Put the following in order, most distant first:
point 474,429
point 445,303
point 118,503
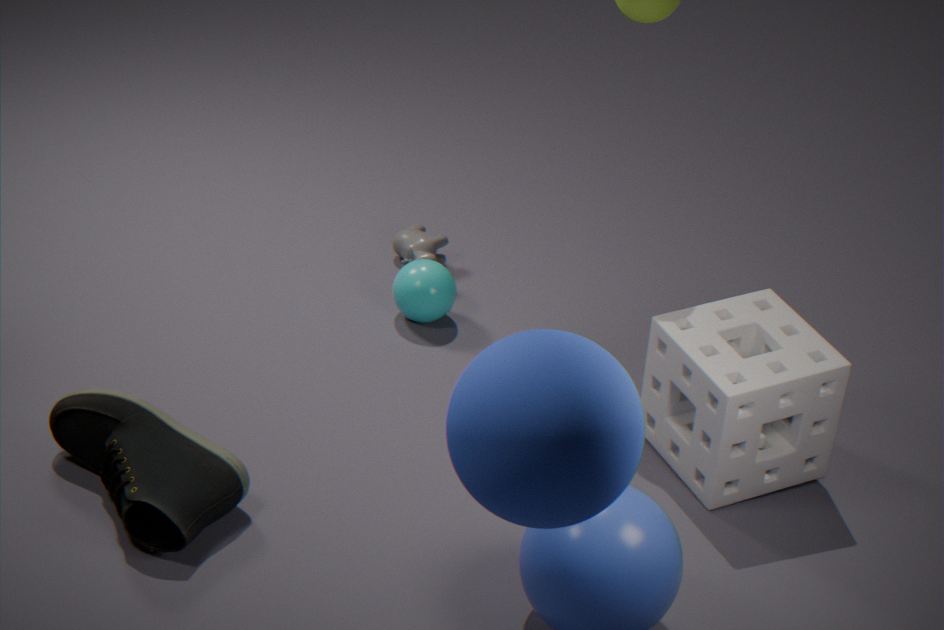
A: point 445,303, point 118,503, point 474,429
